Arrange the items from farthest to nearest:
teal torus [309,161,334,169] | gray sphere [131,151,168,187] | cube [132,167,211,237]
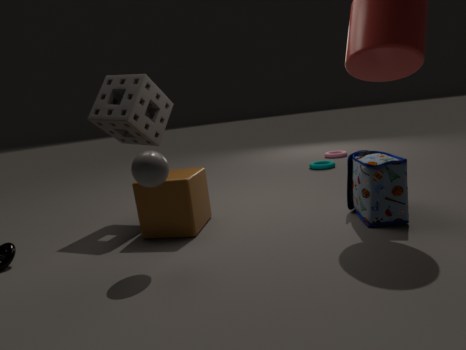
teal torus [309,161,334,169] < cube [132,167,211,237] < gray sphere [131,151,168,187]
